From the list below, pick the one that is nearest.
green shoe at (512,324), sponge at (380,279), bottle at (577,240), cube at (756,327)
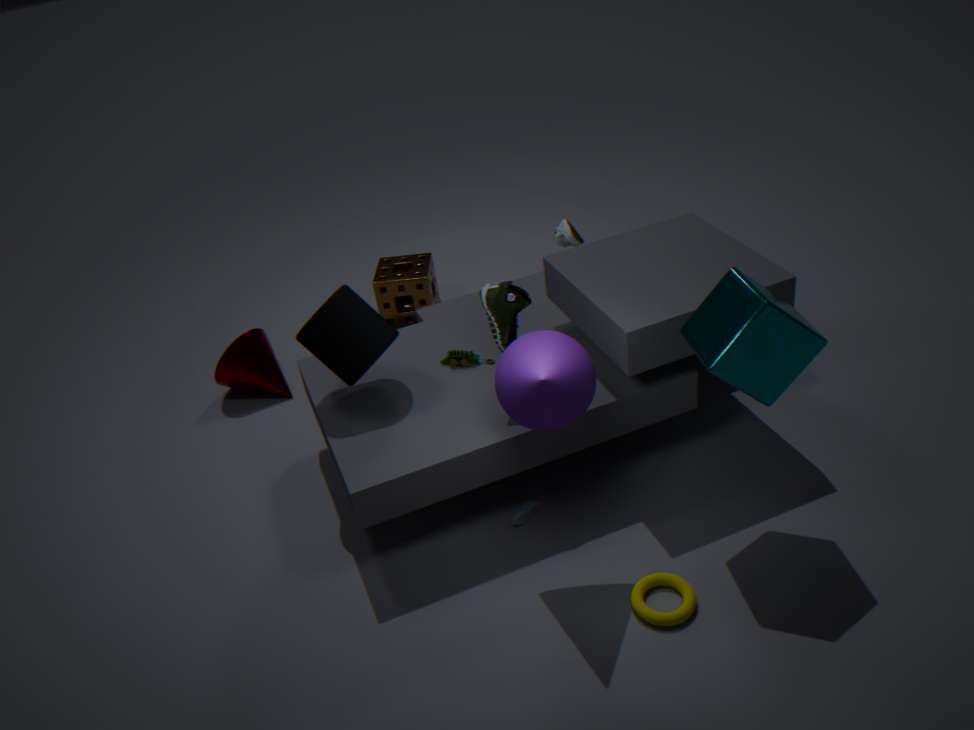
cube at (756,327)
